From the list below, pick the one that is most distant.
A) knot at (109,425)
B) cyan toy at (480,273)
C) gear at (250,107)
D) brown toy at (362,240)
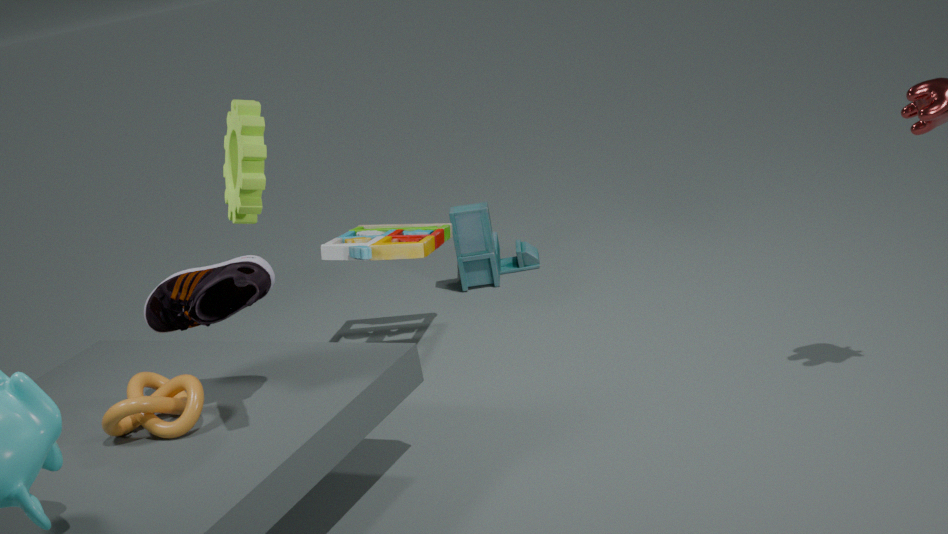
cyan toy at (480,273)
